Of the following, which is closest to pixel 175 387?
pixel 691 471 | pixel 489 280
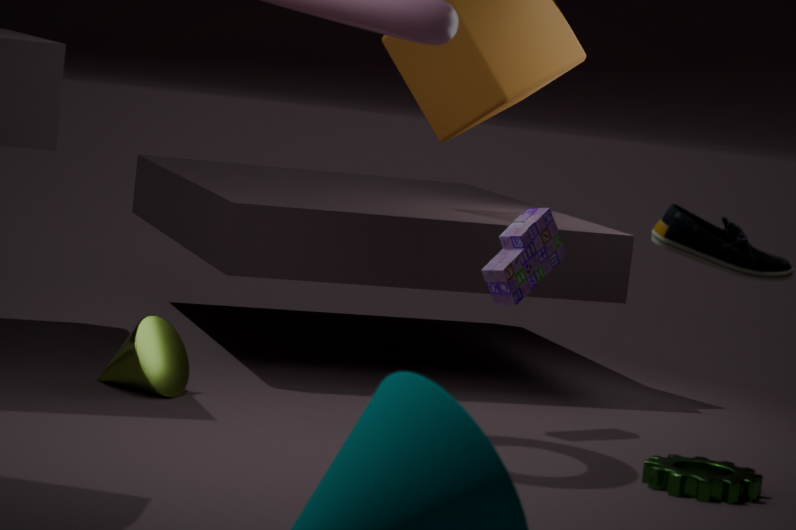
pixel 489 280
